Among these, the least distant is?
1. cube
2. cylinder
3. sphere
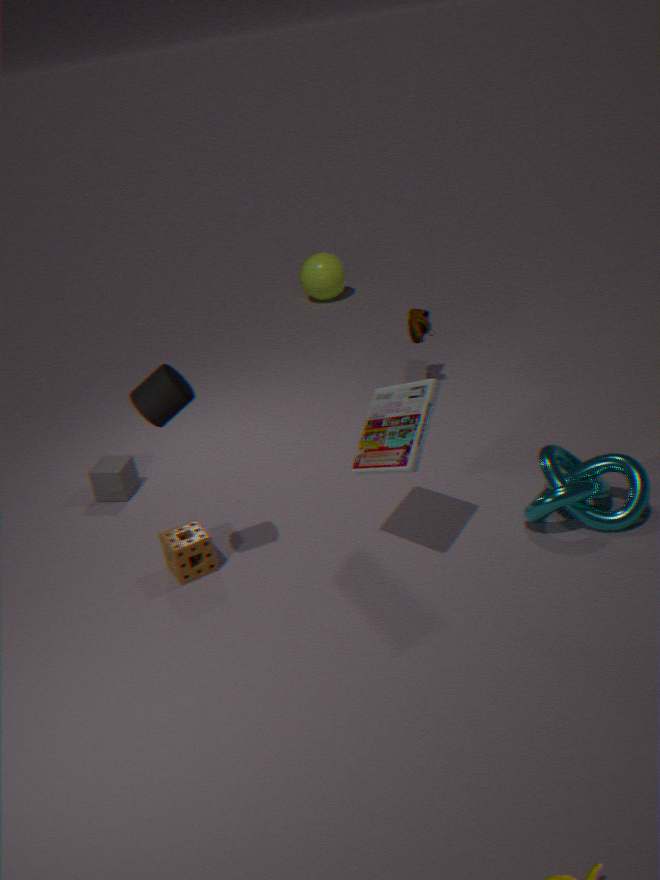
cylinder
